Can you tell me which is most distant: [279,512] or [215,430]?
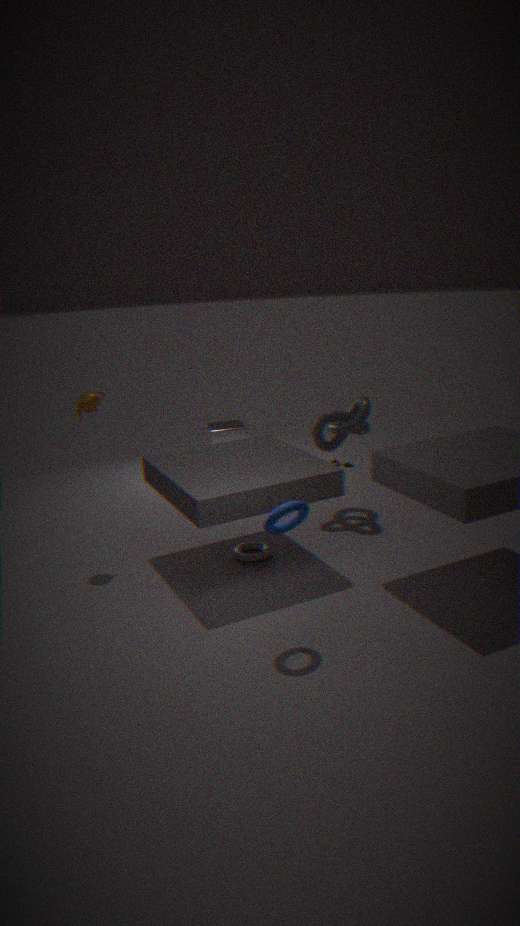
[215,430]
